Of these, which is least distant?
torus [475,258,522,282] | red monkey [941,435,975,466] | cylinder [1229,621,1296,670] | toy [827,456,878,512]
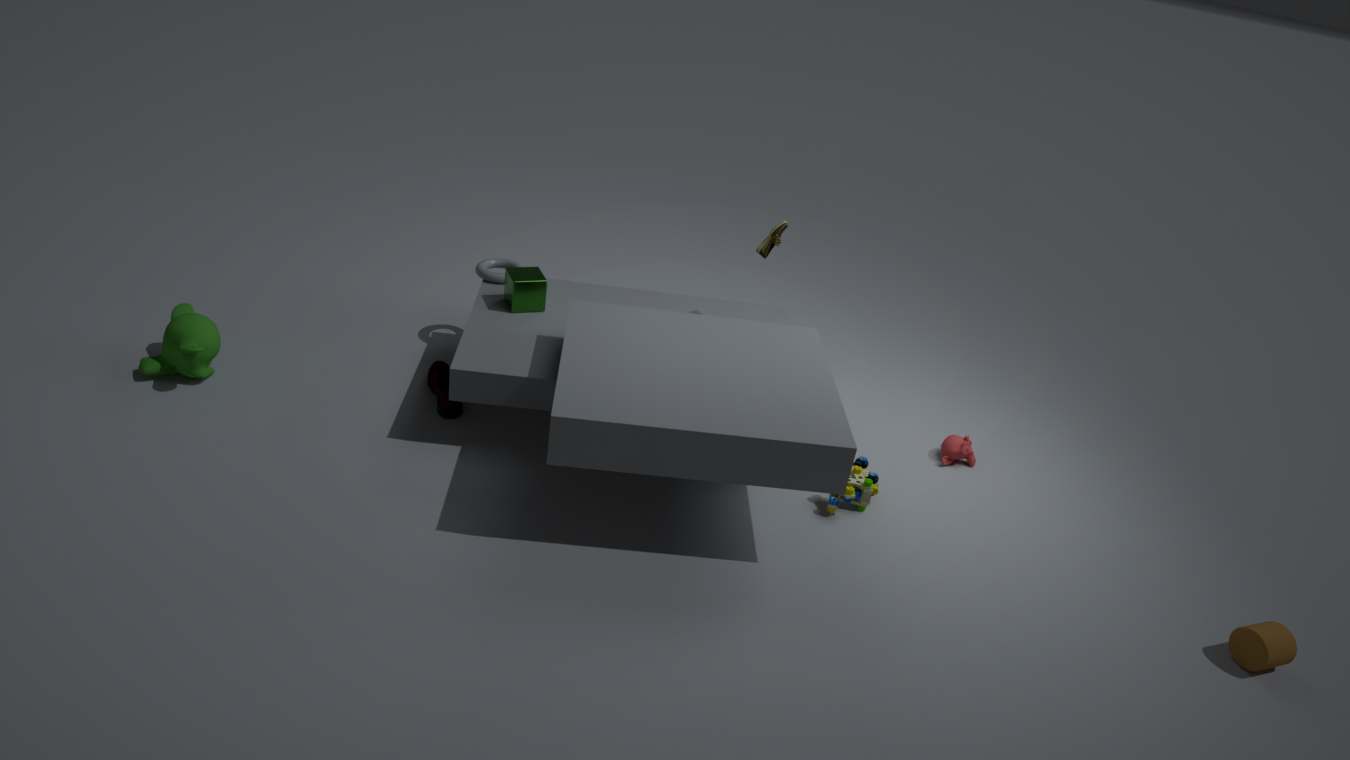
cylinder [1229,621,1296,670]
